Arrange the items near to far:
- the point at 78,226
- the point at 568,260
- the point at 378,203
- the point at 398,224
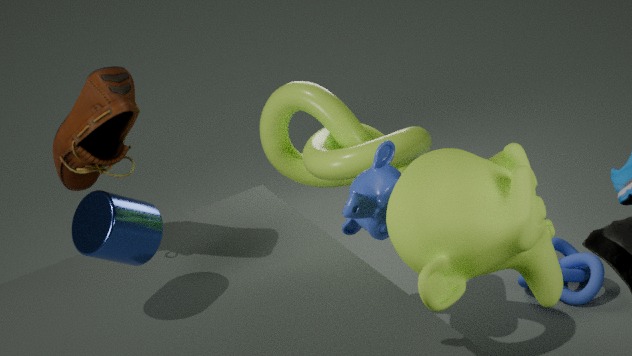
1. the point at 398,224
2. the point at 378,203
3. the point at 78,226
4. the point at 568,260
